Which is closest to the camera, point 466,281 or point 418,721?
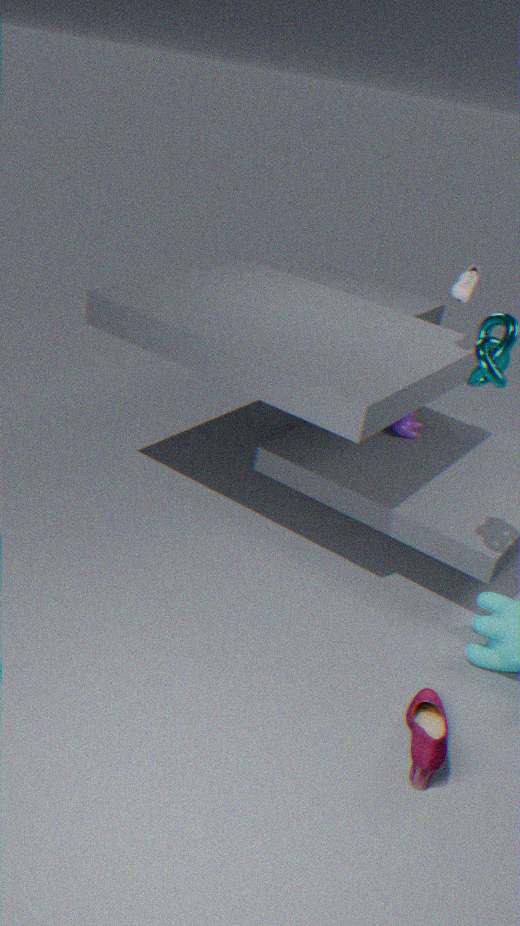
point 418,721
